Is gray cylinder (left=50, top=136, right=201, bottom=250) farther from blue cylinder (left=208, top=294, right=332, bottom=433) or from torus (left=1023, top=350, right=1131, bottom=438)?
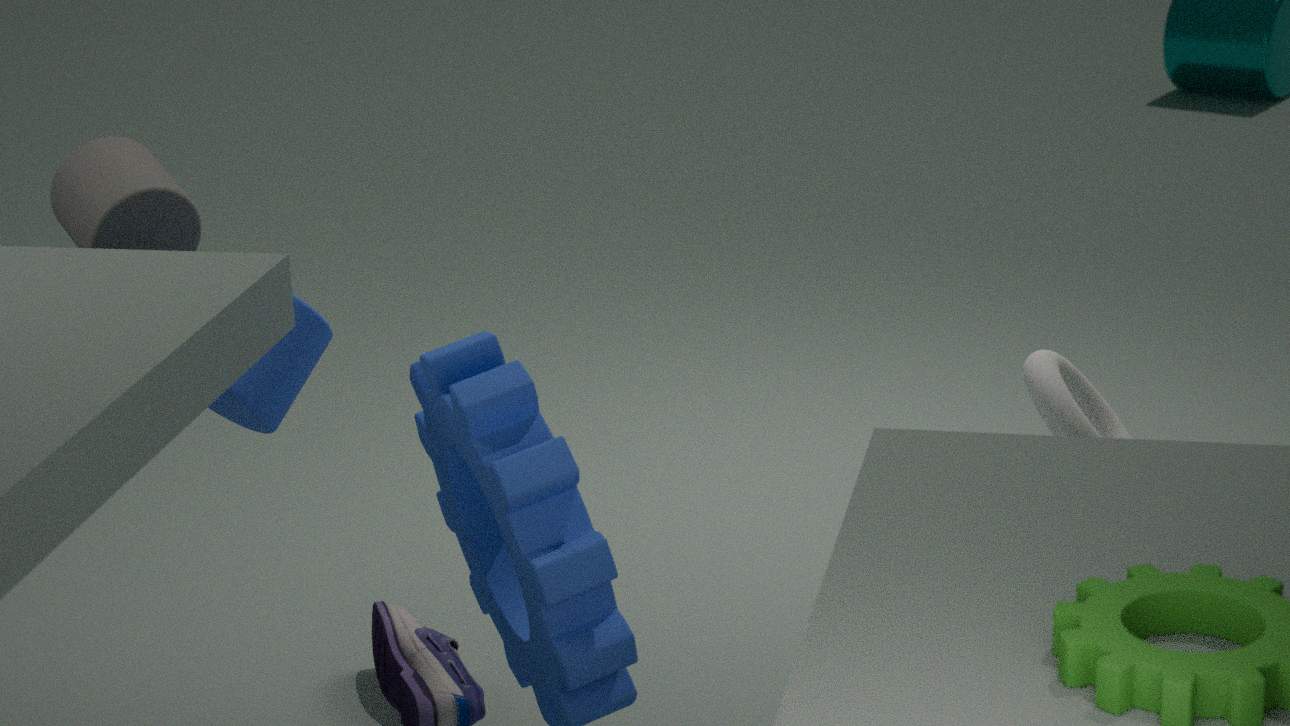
torus (left=1023, top=350, right=1131, bottom=438)
